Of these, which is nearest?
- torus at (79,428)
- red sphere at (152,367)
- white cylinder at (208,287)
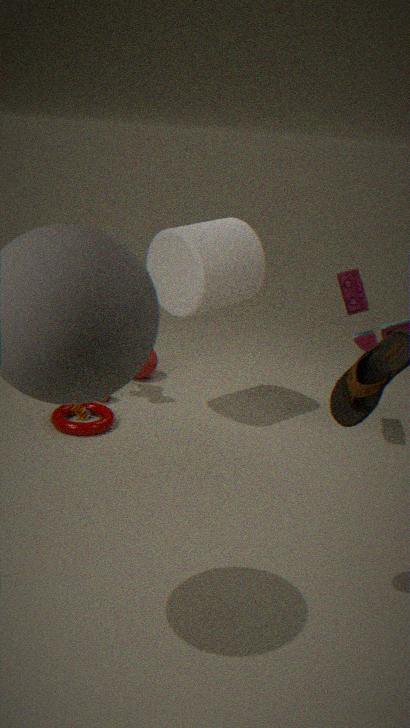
white cylinder at (208,287)
